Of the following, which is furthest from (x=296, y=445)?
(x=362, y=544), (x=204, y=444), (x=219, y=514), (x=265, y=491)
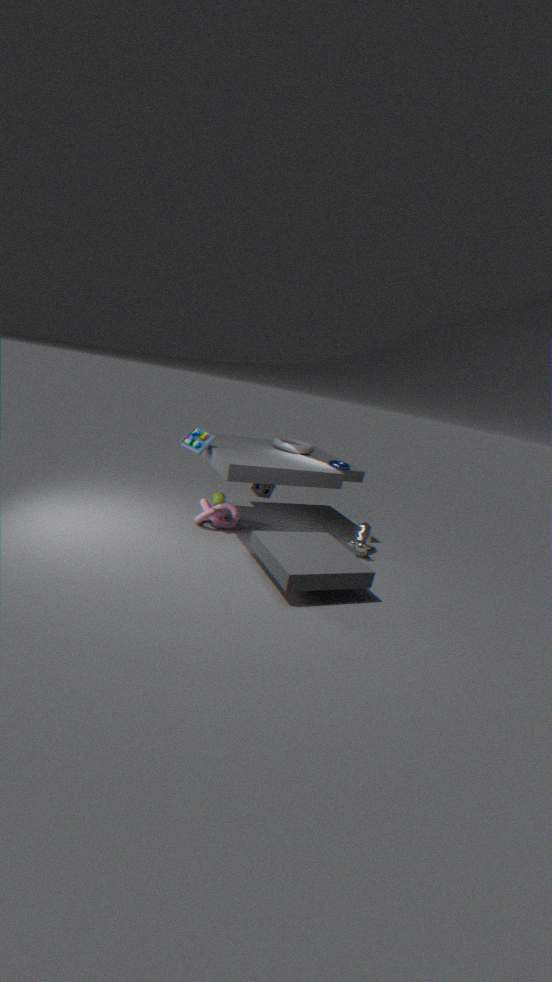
(x=362, y=544)
